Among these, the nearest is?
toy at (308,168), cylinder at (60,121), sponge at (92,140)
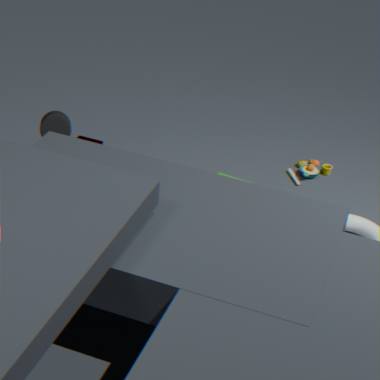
cylinder at (60,121)
